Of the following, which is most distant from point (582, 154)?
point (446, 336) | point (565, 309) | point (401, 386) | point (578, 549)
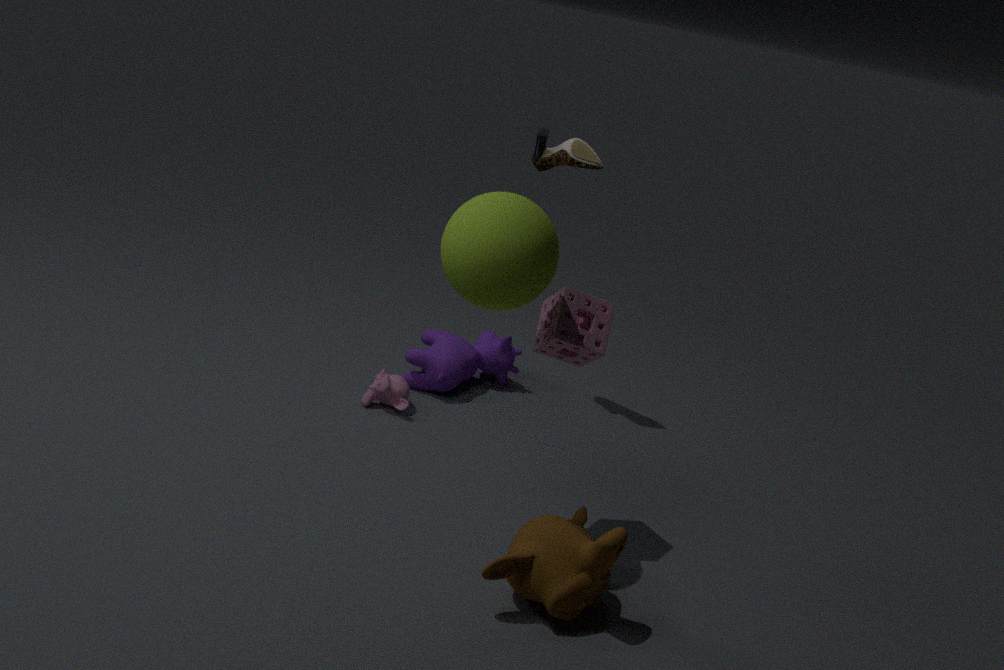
point (578, 549)
